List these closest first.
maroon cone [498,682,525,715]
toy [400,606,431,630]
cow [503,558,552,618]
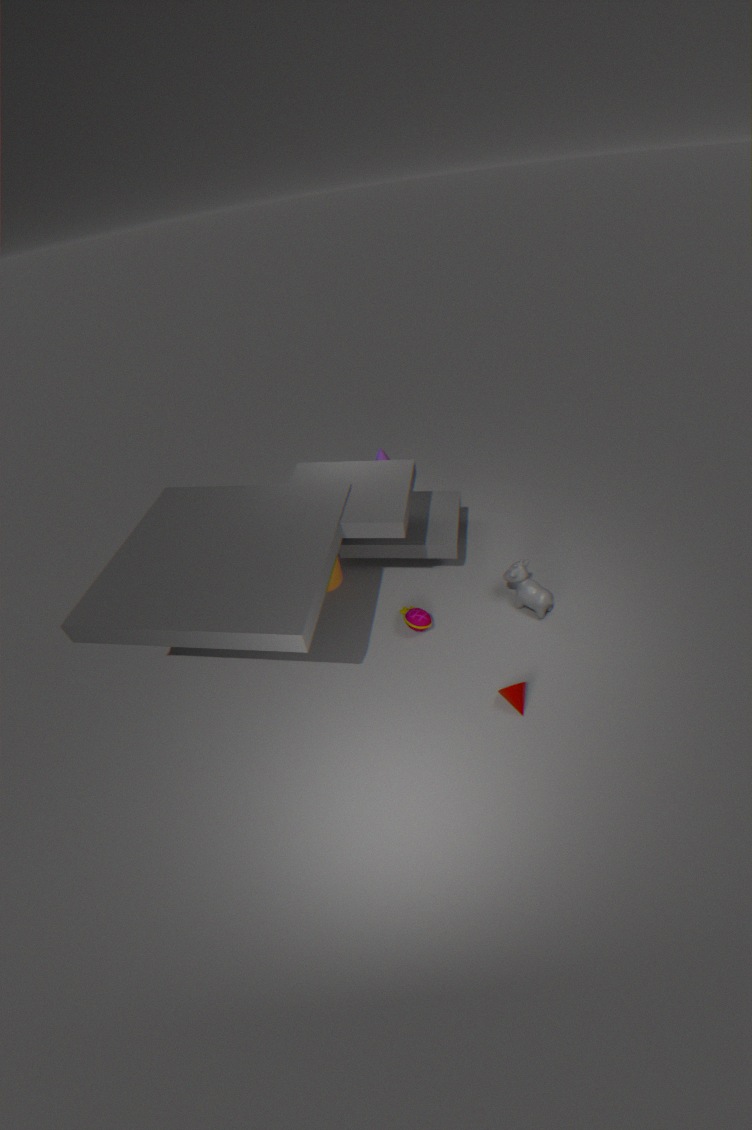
maroon cone [498,682,525,715], cow [503,558,552,618], toy [400,606,431,630]
